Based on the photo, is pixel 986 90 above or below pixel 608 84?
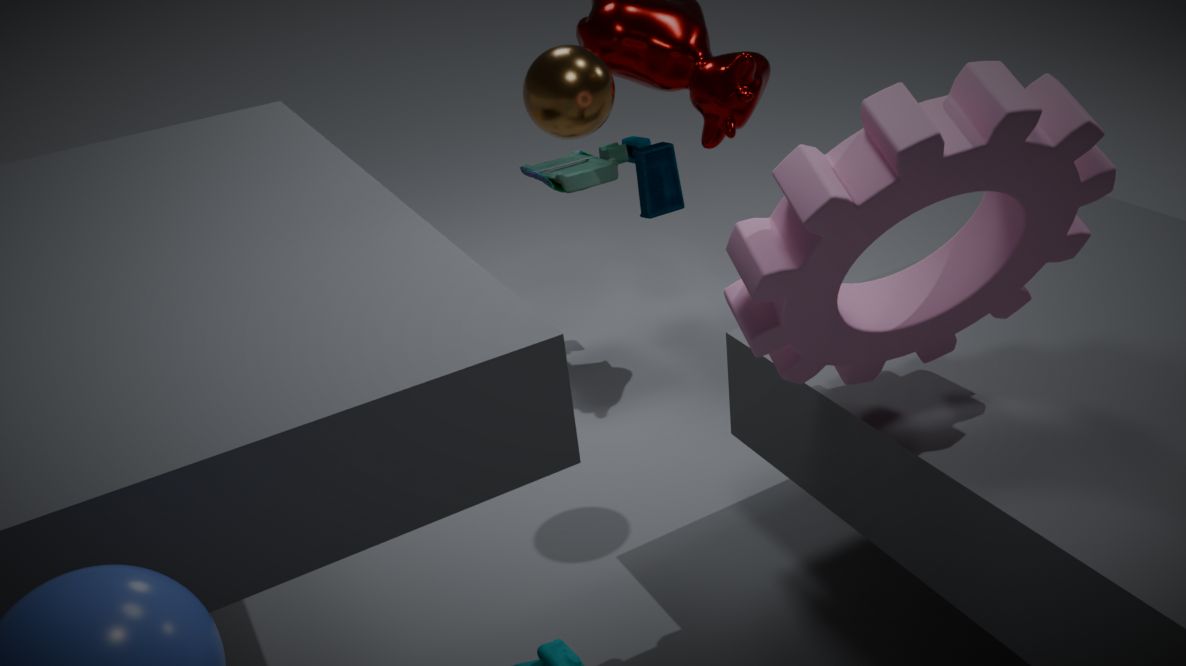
below
